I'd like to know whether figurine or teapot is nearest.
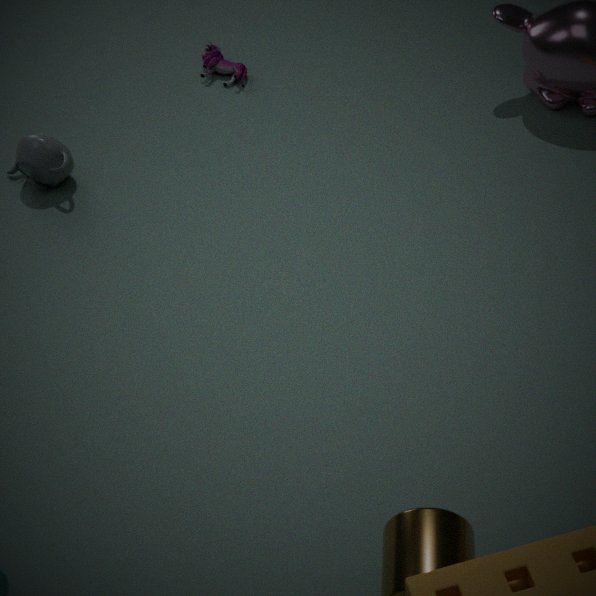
teapot
